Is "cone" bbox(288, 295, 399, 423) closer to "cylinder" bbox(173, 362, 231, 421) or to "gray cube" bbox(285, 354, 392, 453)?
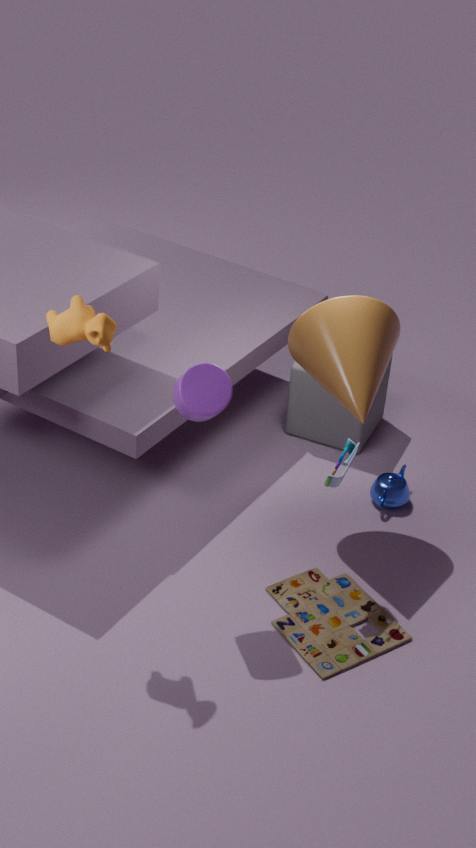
"gray cube" bbox(285, 354, 392, 453)
